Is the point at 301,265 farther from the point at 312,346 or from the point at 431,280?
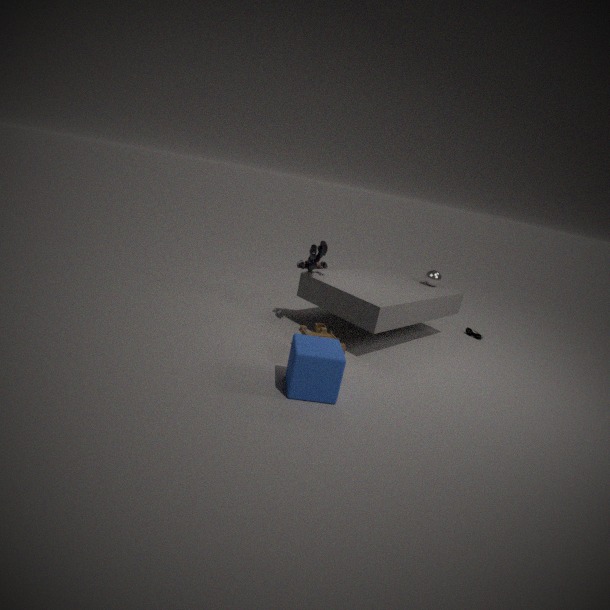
the point at 431,280
